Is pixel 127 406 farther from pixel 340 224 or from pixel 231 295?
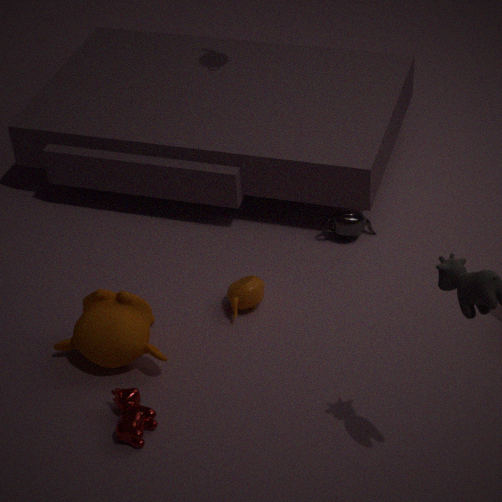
pixel 340 224
